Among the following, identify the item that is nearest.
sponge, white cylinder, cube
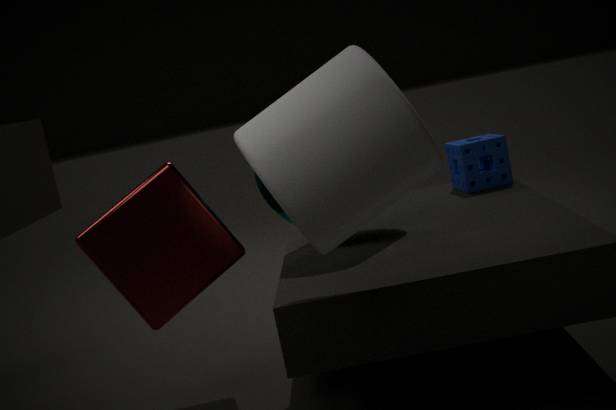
white cylinder
